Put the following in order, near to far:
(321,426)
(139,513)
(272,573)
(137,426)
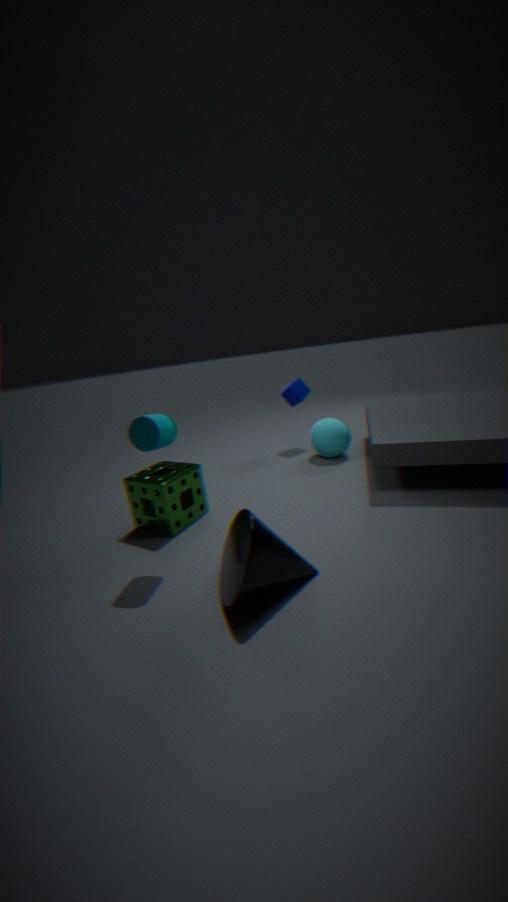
(272,573) → (137,426) → (139,513) → (321,426)
